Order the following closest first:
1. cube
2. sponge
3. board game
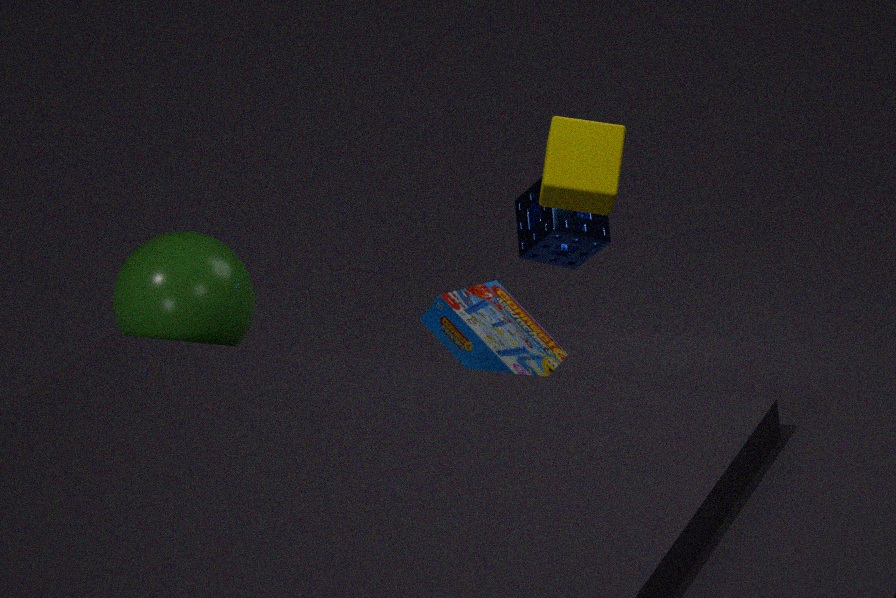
cube → board game → sponge
